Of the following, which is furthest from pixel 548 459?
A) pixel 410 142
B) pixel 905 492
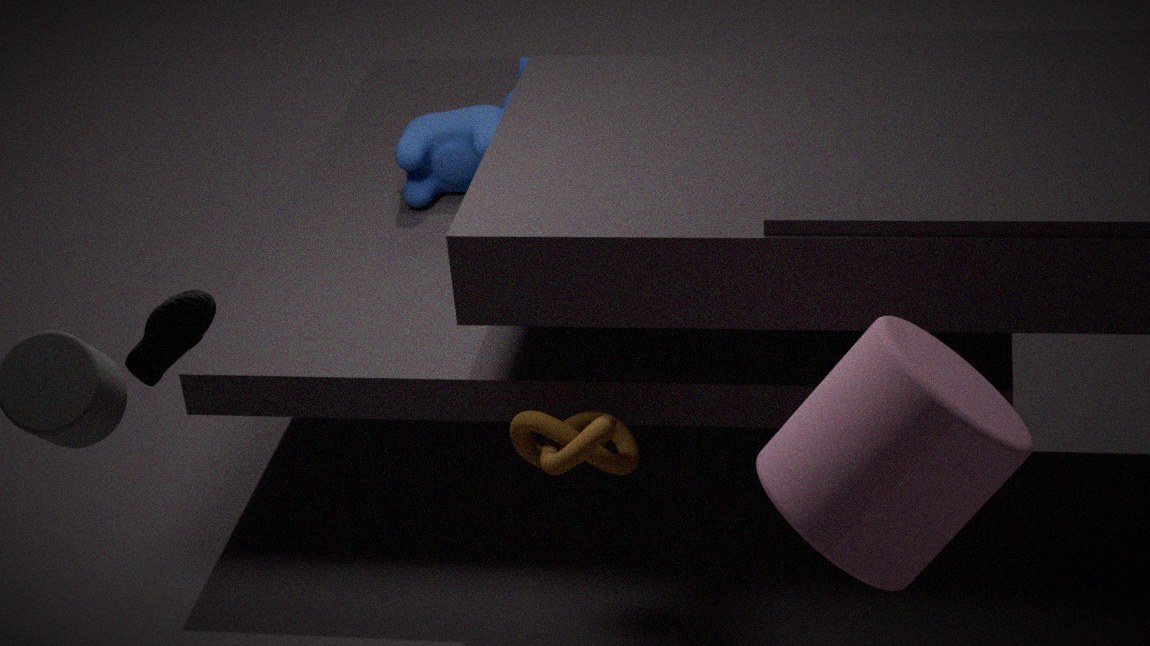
pixel 410 142
